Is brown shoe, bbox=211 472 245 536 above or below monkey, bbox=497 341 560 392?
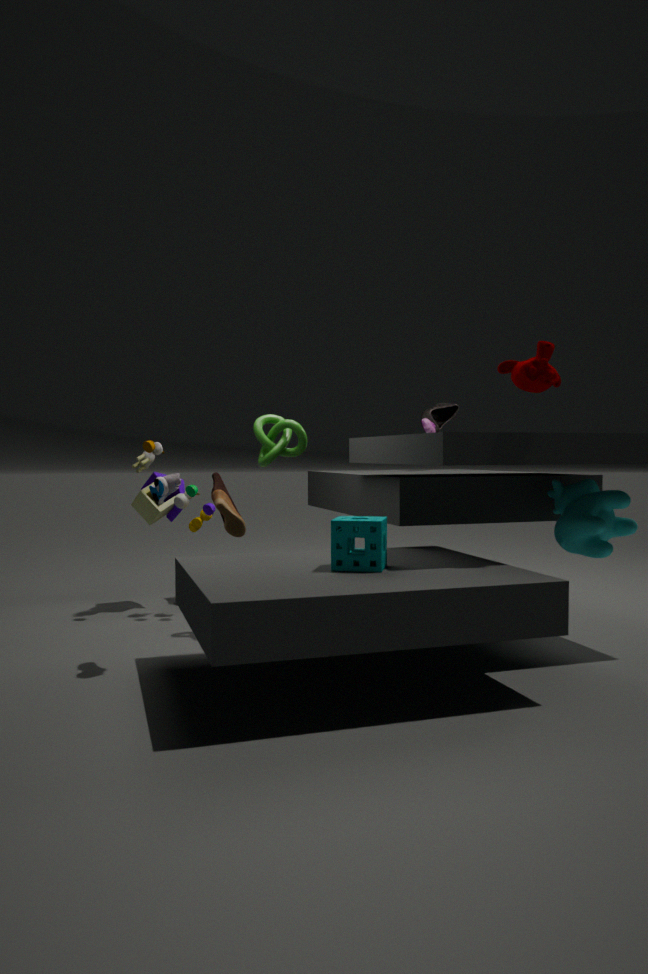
below
